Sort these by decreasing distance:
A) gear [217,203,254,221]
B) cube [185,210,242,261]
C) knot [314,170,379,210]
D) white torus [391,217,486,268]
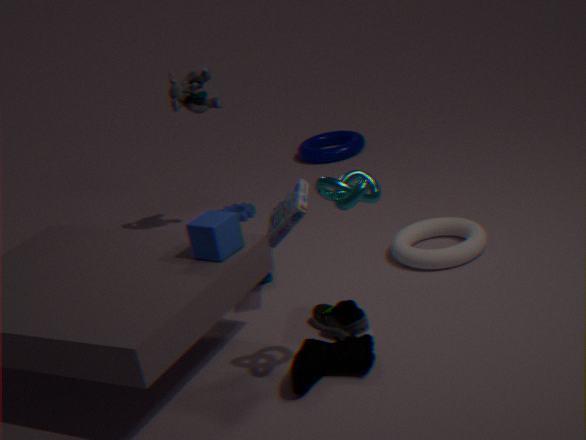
1. gear [217,203,254,221]
2. white torus [391,217,486,268]
3. cube [185,210,242,261]
4. knot [314,170,379,210]
